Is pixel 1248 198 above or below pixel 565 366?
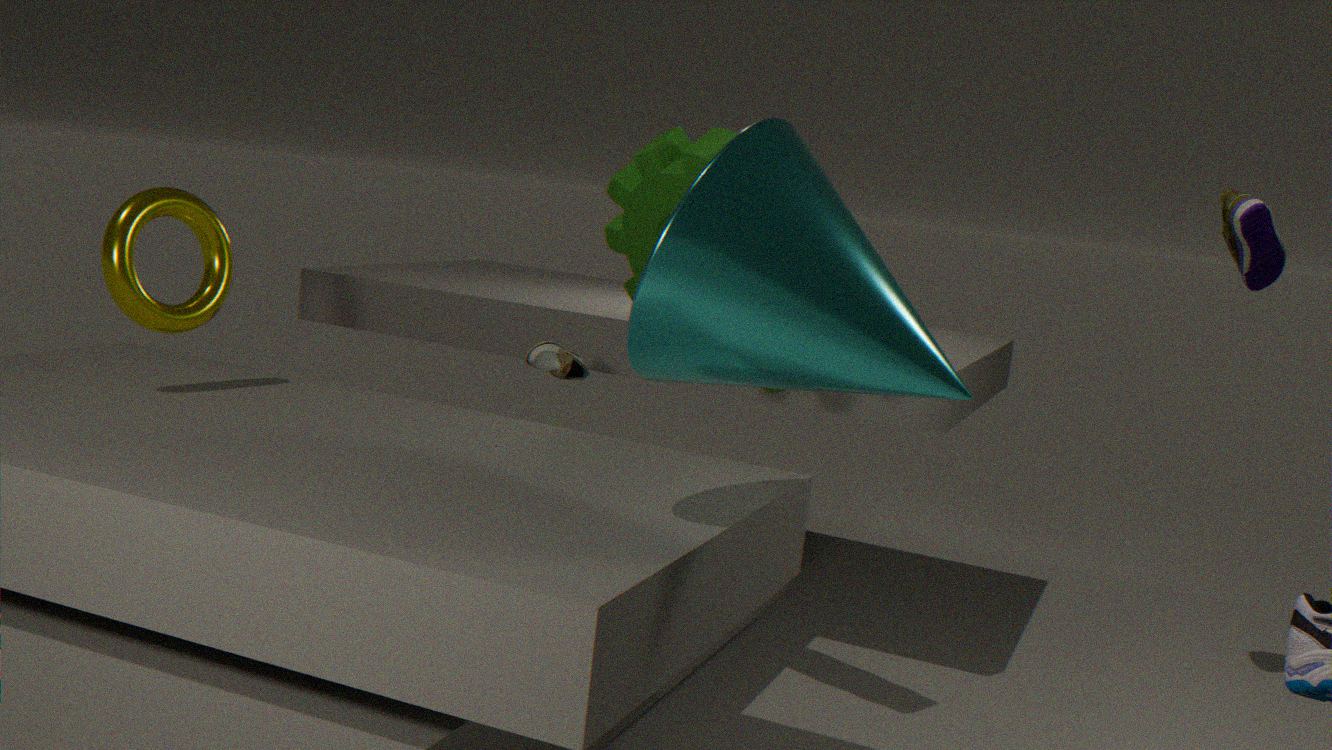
above
